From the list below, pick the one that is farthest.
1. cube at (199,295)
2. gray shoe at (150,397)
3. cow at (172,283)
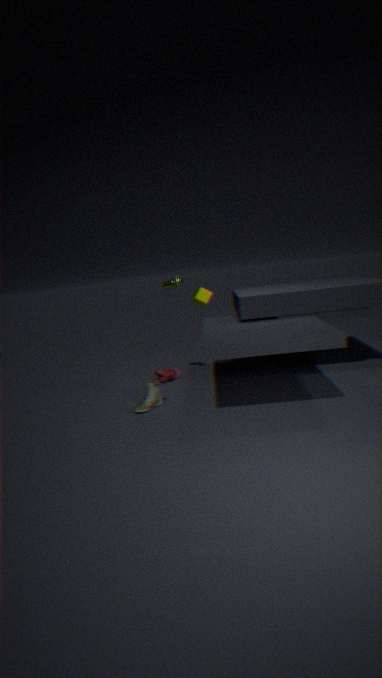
cube at (199,295)
